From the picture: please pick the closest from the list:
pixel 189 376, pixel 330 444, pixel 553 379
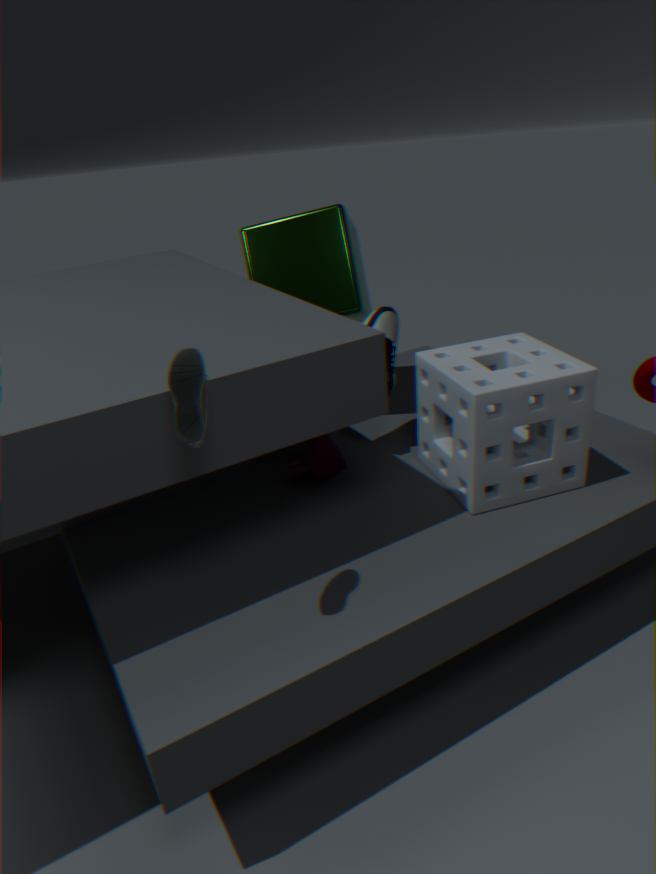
pixel 189 376
